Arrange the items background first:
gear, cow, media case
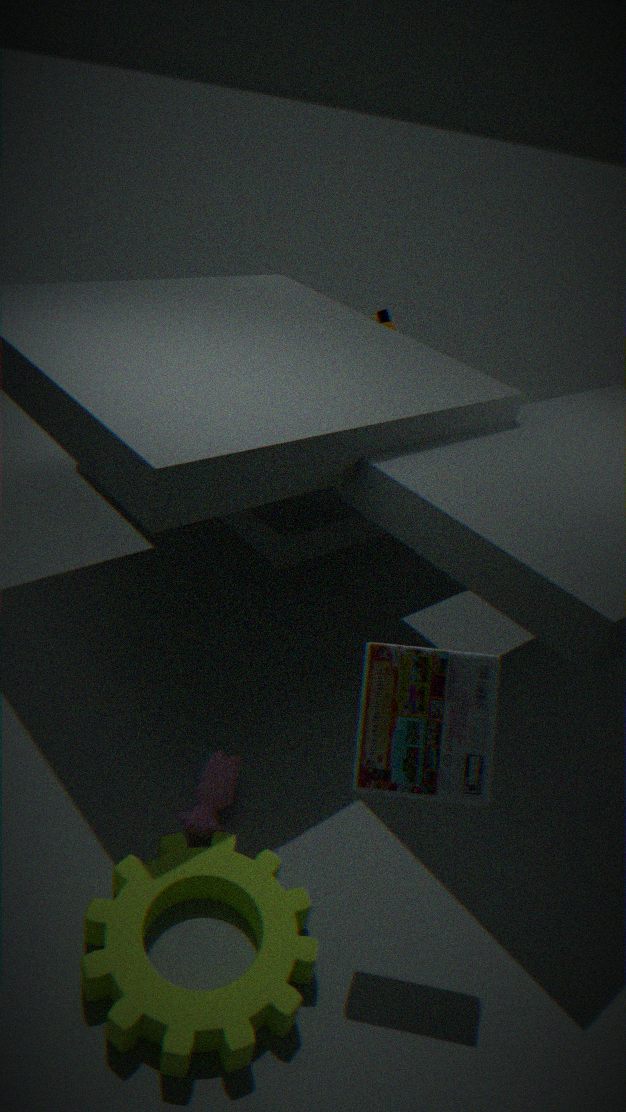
cow, media case, gear
